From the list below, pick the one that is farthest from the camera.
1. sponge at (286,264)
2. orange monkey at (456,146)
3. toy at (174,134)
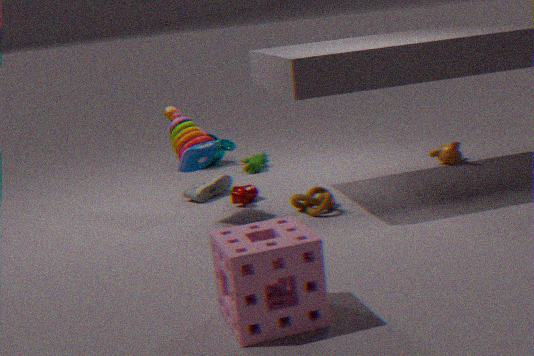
orange monkey at (456,146)
